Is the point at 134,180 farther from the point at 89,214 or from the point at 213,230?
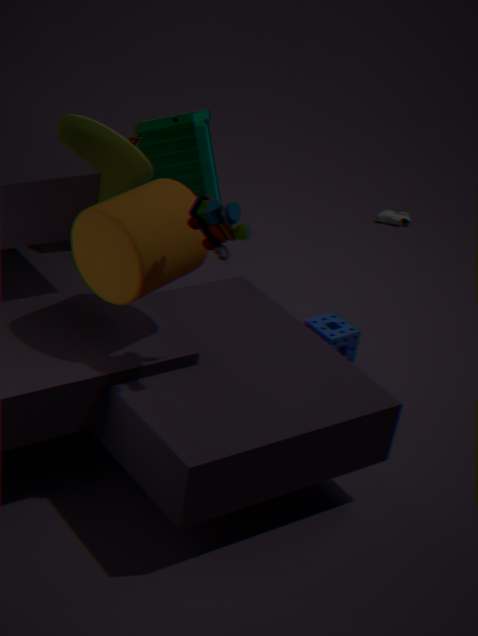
the point at 213,230
